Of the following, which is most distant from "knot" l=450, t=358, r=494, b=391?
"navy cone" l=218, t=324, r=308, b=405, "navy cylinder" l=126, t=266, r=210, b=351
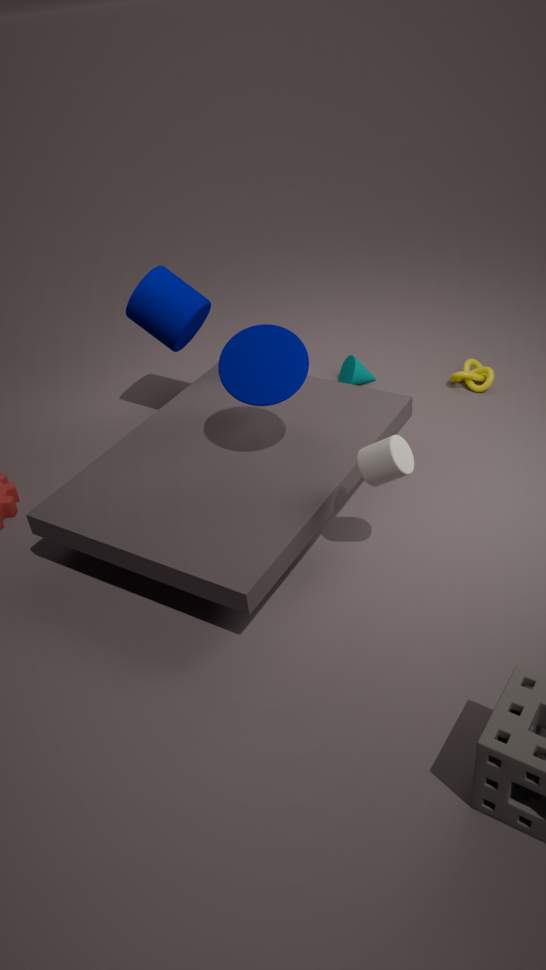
"navy cylinder" l=126, t=266, r=210, b=351
